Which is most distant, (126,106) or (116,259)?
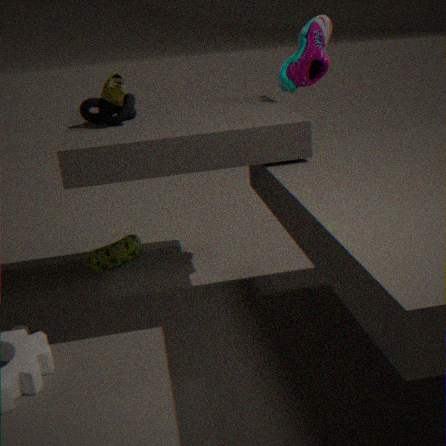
(116,259)
